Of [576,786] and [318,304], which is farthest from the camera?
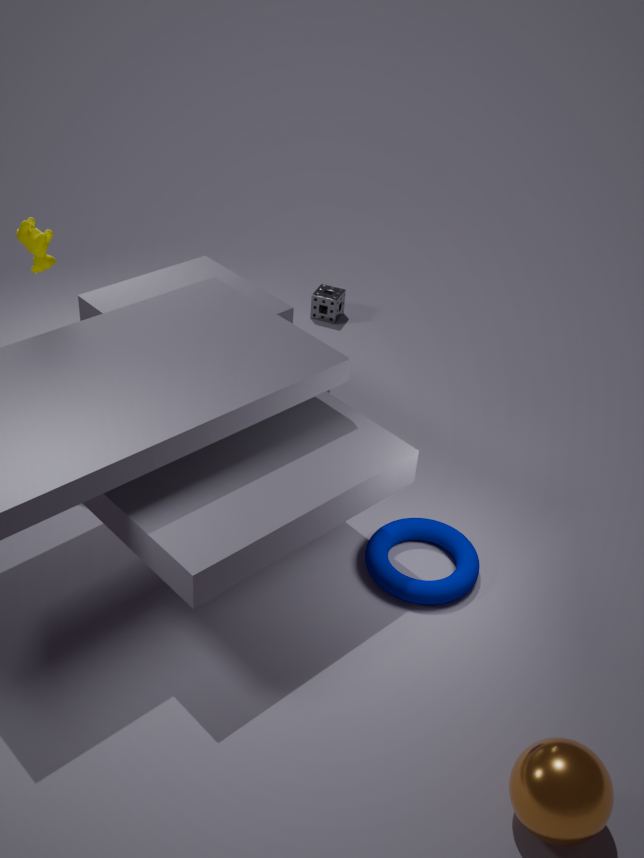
[318,304]
